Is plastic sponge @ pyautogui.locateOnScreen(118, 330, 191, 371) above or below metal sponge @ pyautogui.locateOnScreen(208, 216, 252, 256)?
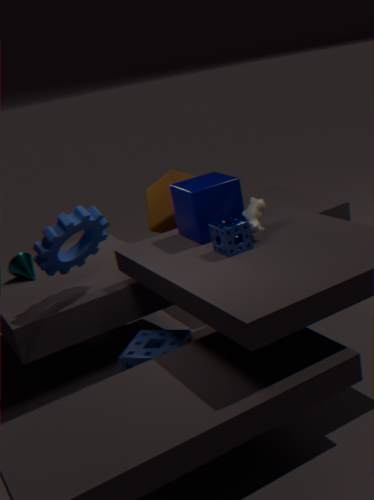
below
